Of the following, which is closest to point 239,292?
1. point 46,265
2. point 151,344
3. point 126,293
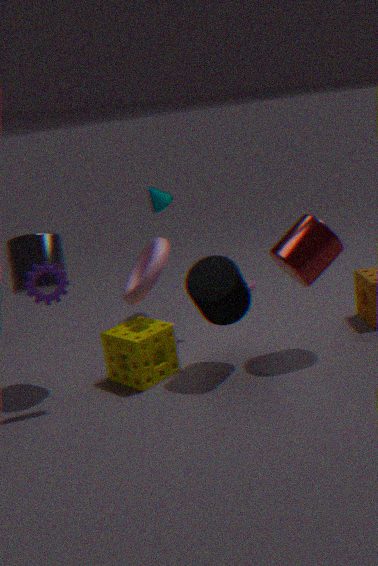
point 126,293
